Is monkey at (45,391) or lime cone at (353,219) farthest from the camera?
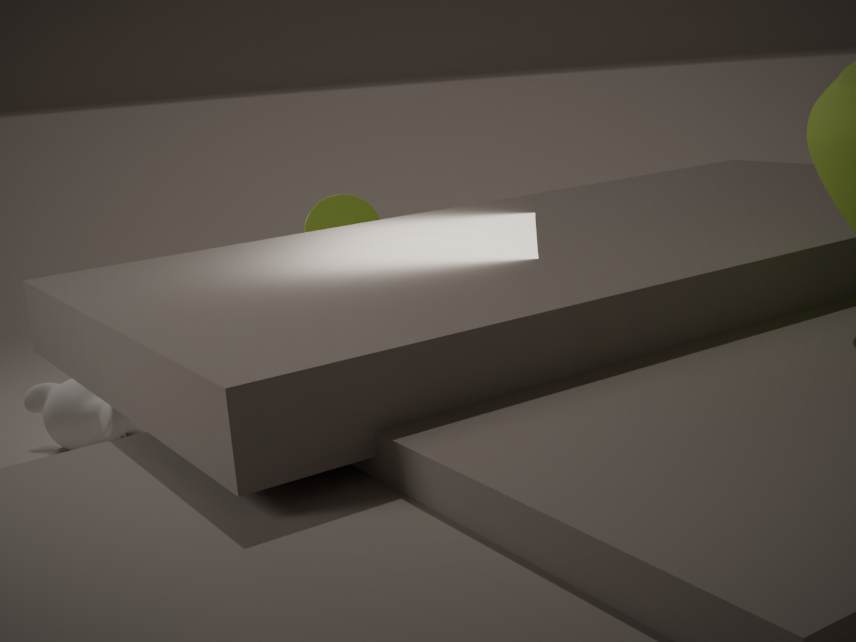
monkey at (45,391)
